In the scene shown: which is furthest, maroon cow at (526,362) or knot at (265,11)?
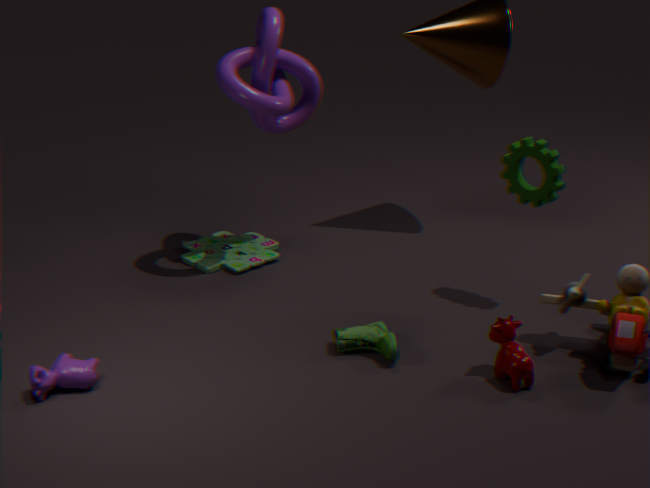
knot at (265,11)
